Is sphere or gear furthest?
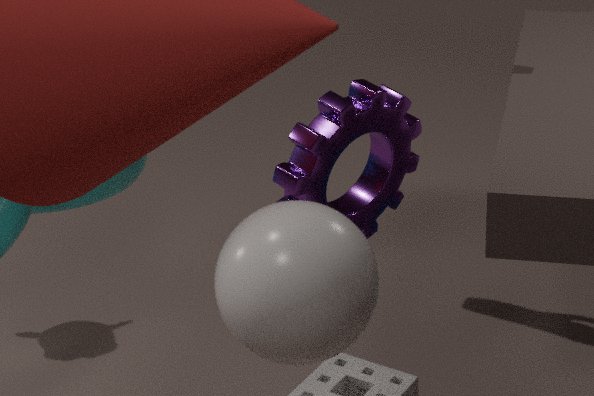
gear
